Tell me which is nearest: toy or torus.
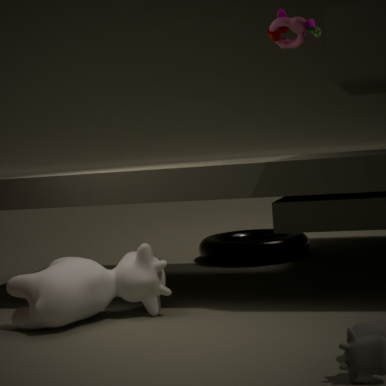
toy
